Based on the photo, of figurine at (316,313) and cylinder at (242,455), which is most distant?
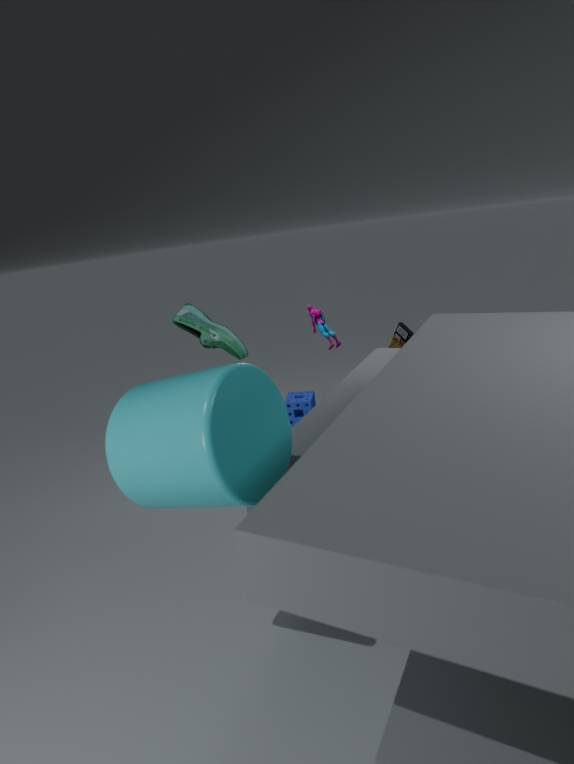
figurine at (316,313)
